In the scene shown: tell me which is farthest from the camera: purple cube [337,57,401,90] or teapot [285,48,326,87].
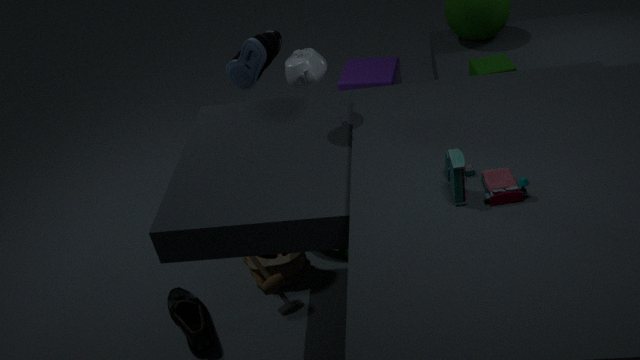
purple cube [337,57,401,90]
